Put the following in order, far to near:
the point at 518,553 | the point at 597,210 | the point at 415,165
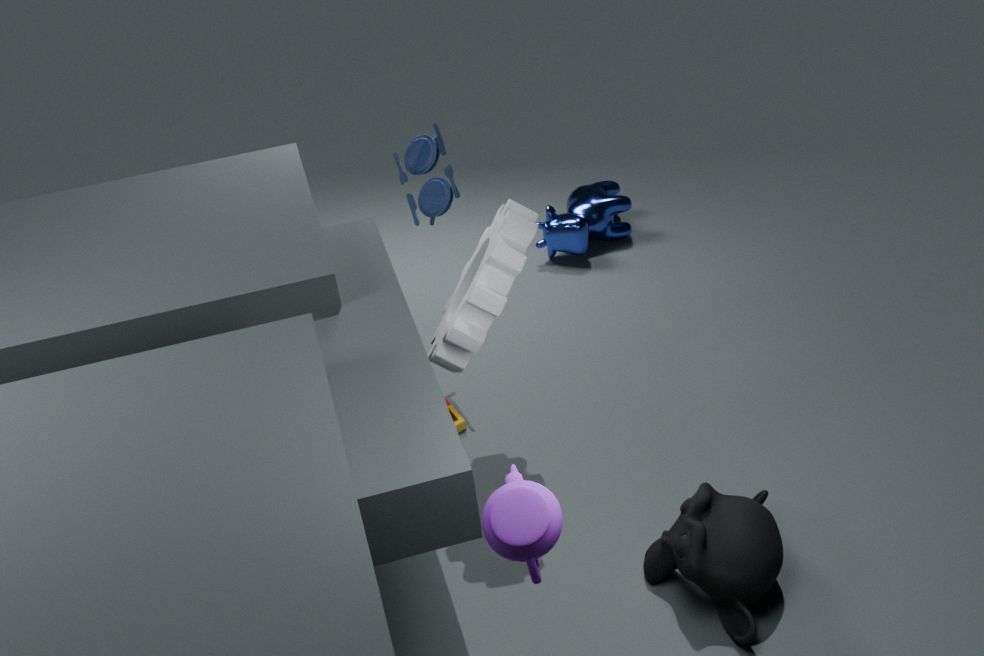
the point at 597,210 → the point at 415,165 → the point at 518,553
